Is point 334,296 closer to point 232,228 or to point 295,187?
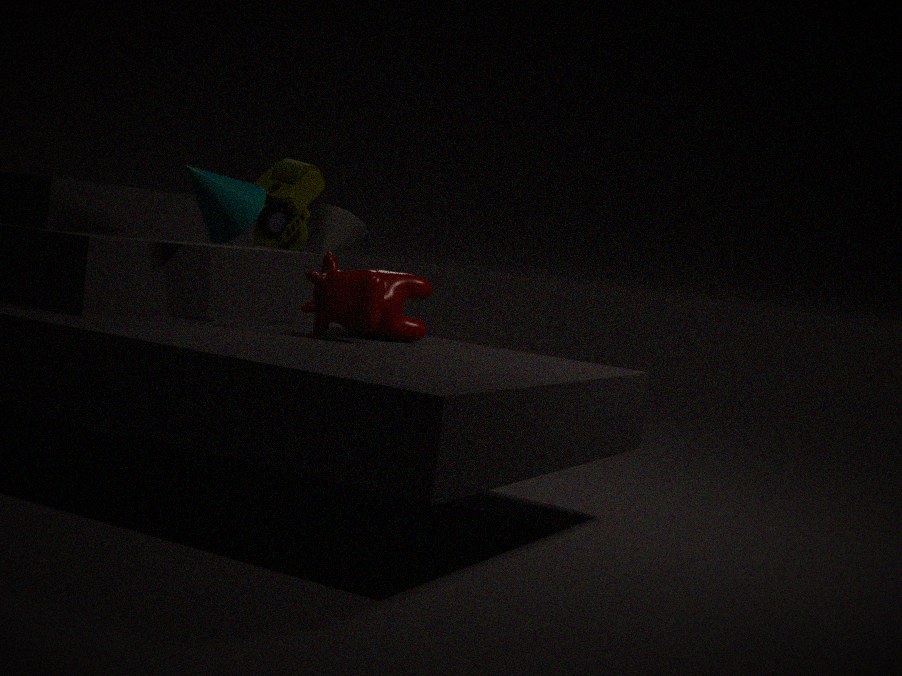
point 232,228
